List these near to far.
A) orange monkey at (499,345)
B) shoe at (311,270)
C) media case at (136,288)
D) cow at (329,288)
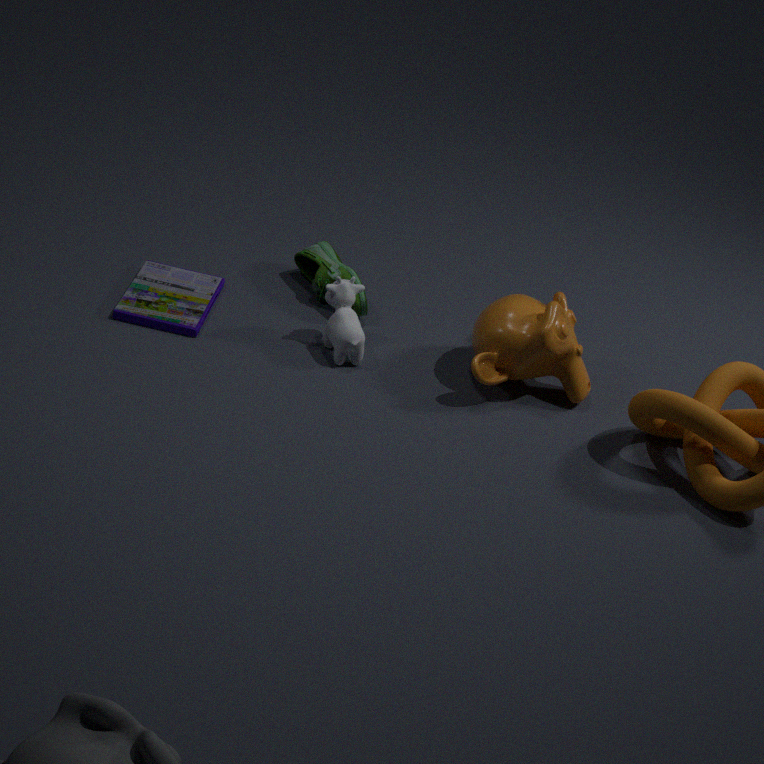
orange monkey at (499,345)
cow at (329,288)
media case at (136,288)
shoe at (311,270)
